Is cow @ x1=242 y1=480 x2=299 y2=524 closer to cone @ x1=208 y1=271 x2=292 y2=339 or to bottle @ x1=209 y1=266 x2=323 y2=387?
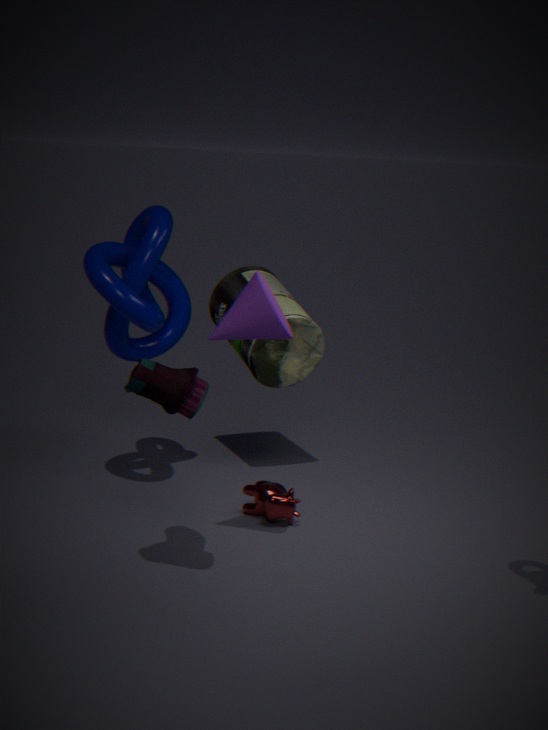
bottle @ x1=209 y1=266 x2=323 y2=387
